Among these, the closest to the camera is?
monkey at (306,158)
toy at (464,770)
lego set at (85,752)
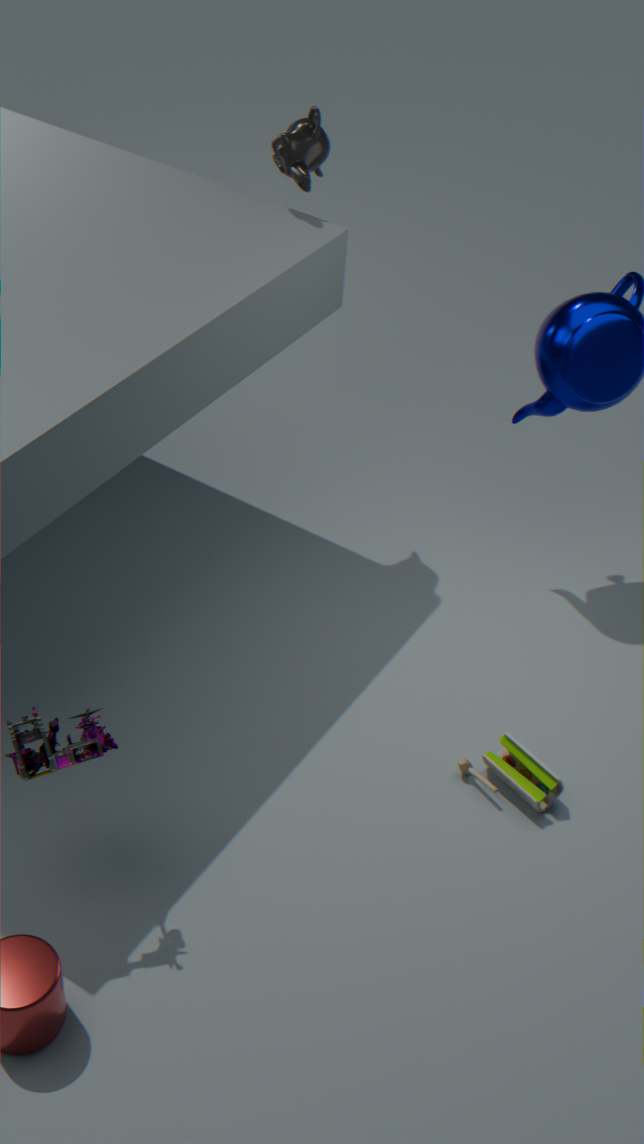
lego set at (85,752)
